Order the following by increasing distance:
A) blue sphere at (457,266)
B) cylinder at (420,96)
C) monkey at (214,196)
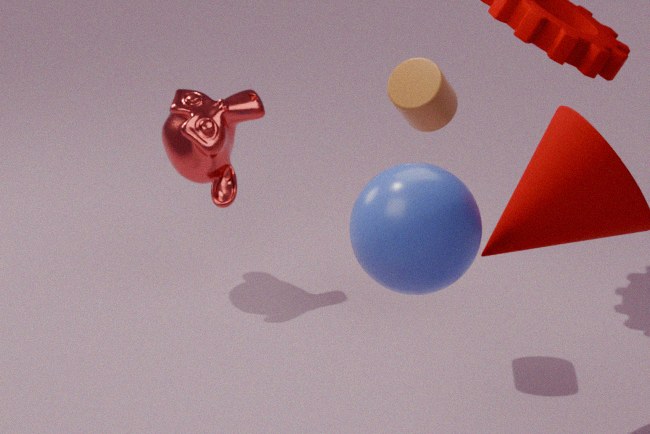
blue sphere at (457,266), cylinder at (420,96), monkey at (214,196)
